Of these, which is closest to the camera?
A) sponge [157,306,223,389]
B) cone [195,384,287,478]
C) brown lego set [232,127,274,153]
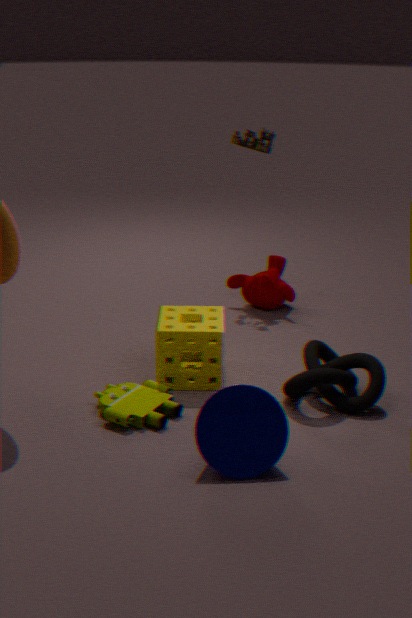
cone [195,384,287,478]
